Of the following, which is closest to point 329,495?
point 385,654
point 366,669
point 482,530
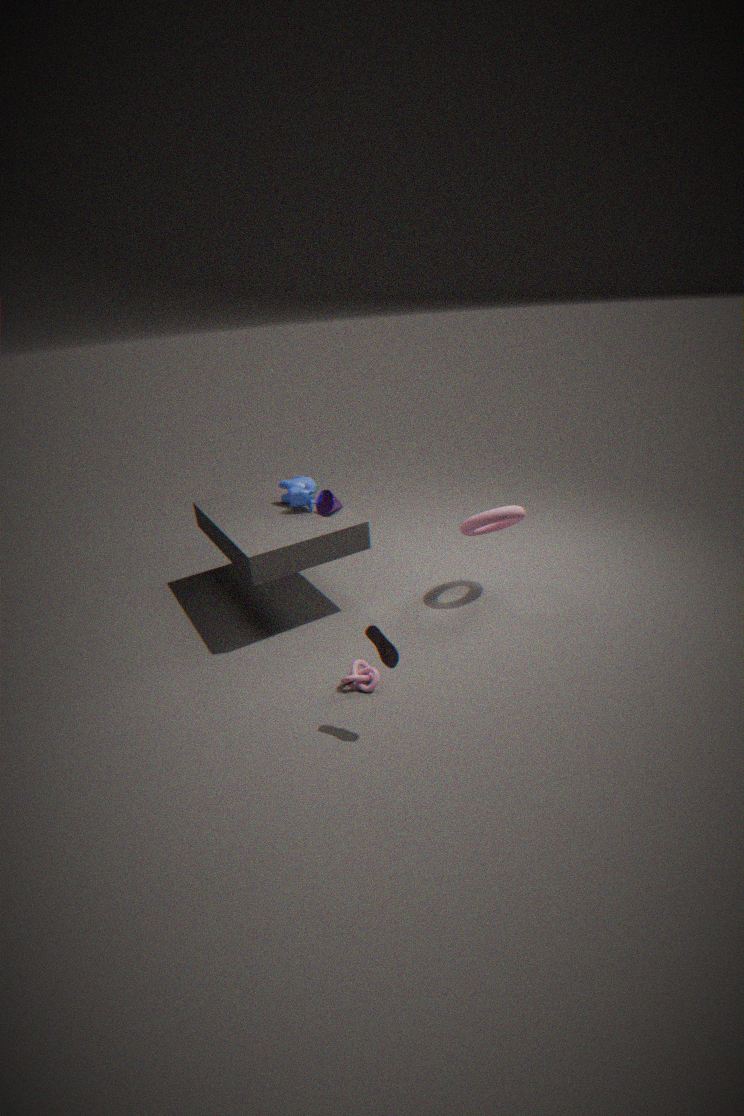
point 482,530
